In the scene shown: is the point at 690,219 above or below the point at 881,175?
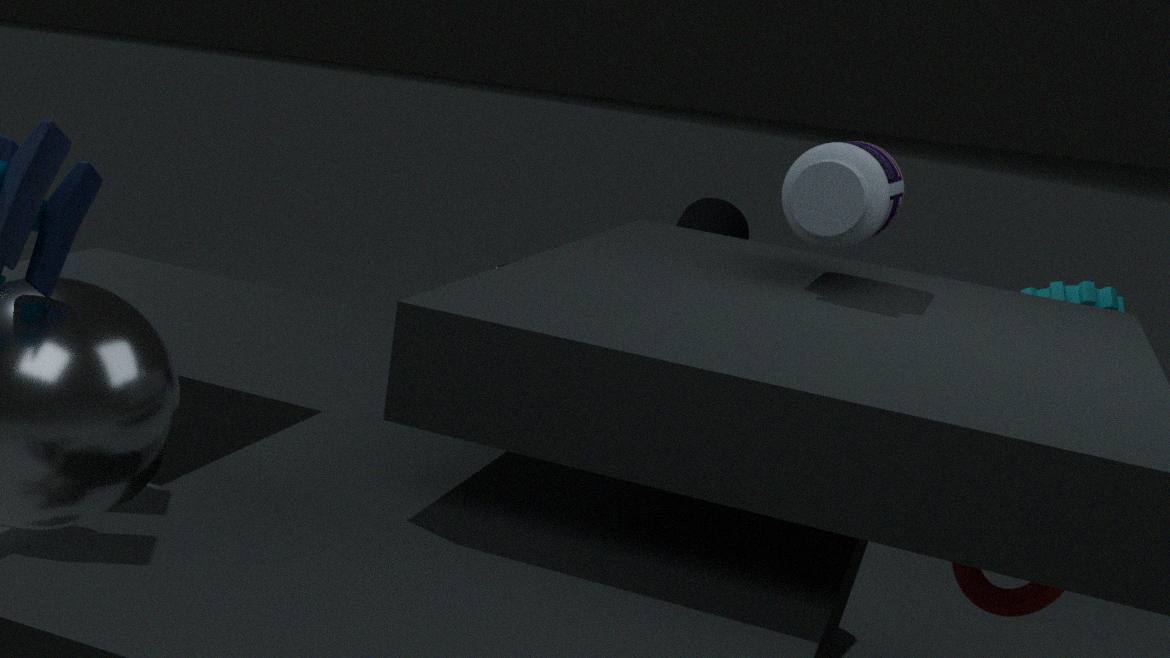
below
